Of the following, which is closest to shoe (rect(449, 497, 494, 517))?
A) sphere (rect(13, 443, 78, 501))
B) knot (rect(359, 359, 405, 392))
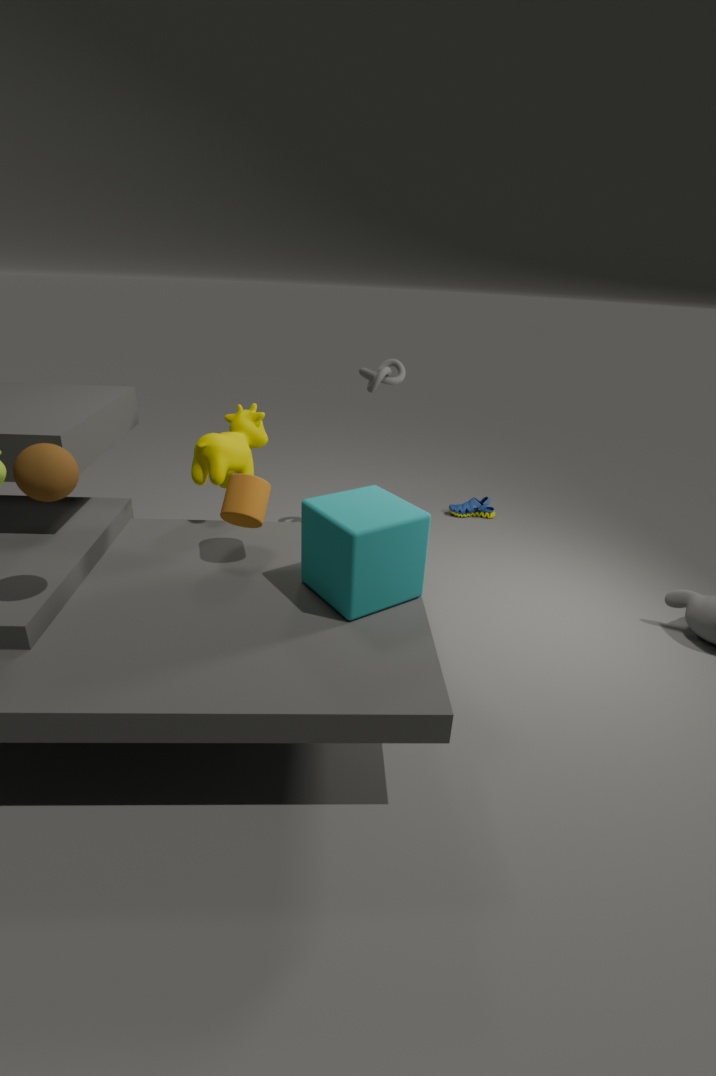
knot (rect(359, 359, 405, 392))
